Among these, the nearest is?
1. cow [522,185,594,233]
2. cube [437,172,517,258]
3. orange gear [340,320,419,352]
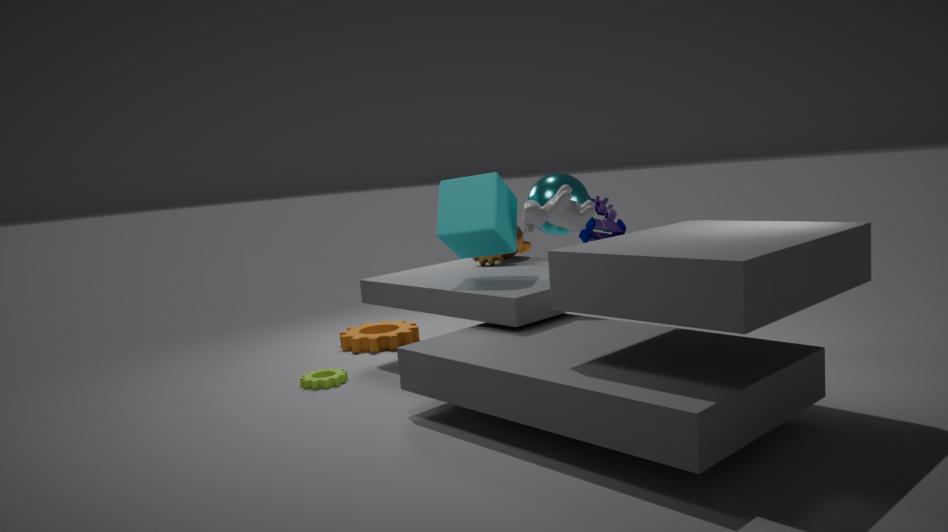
cow [522,185,594,233]
